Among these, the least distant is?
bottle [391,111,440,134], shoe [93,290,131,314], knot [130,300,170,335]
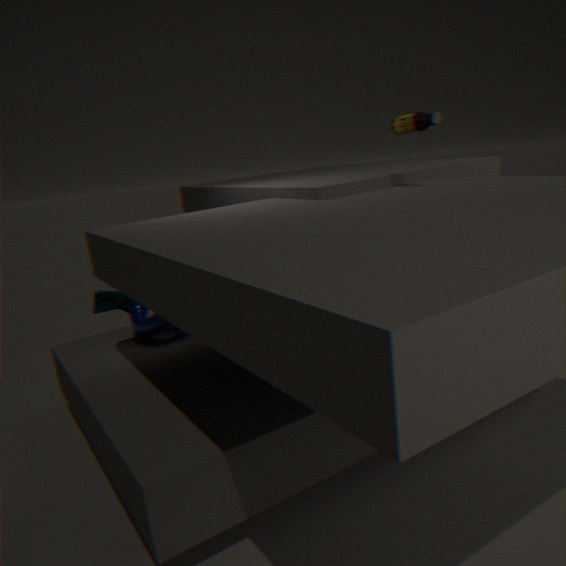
bottle [391,111,440,134]
